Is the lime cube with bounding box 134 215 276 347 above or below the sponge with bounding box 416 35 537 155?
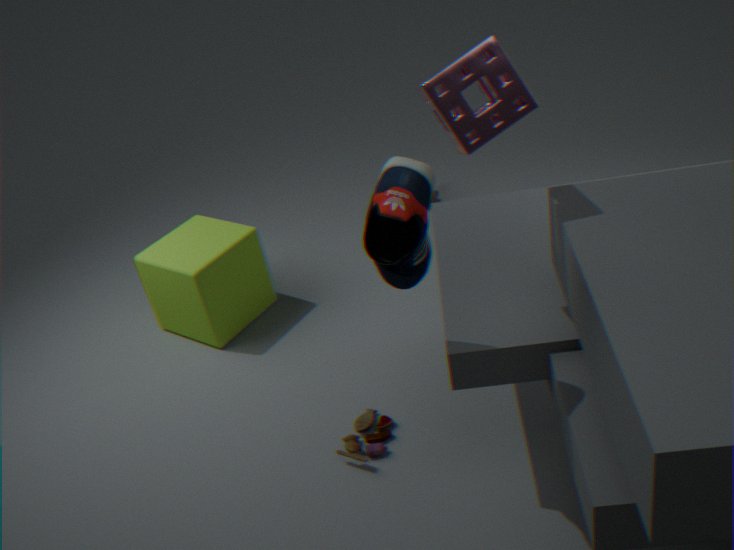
below
